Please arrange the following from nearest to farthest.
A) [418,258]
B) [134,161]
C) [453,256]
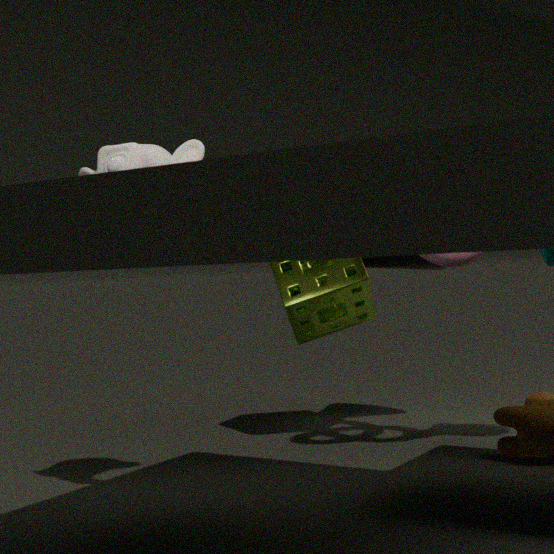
[134,161] < [453,256] < [418,258]
